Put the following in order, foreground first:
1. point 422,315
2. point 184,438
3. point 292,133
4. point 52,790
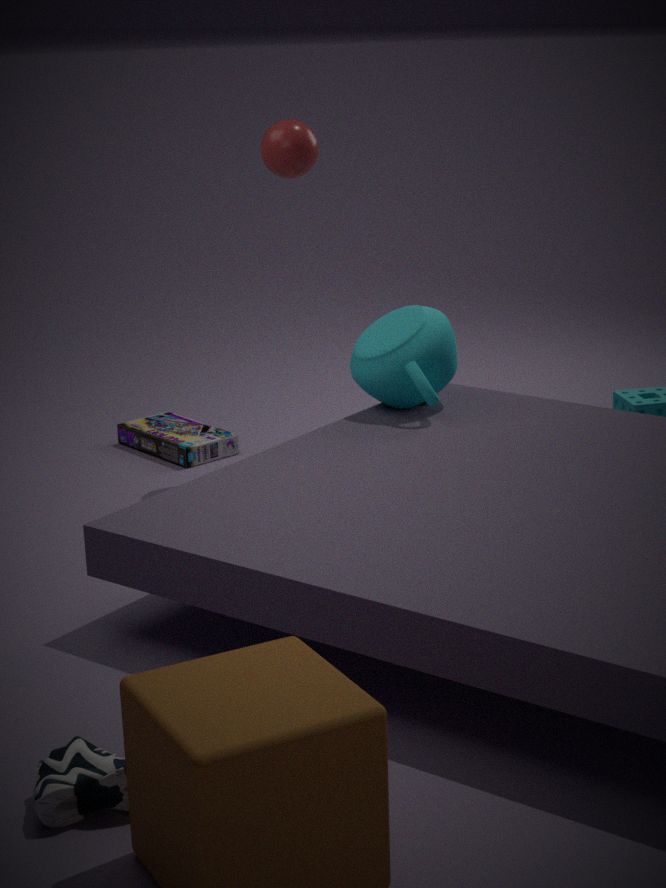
point 52,790, point 422,315, point 292,133, point 184,438
